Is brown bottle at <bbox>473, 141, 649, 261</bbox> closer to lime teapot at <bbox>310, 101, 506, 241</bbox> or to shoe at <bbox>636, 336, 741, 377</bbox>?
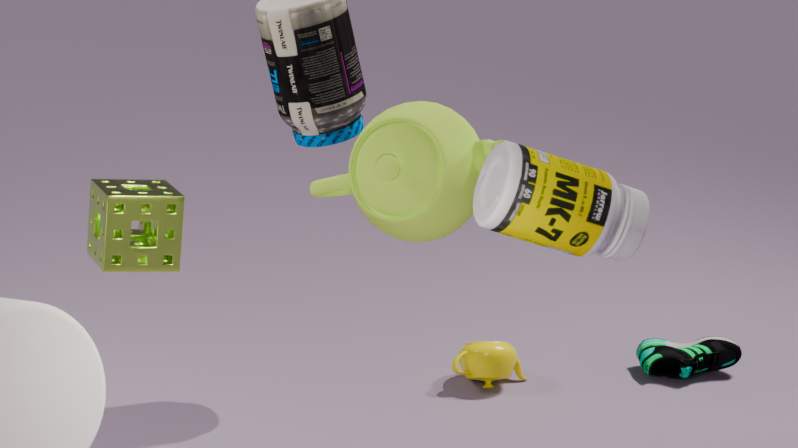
lime teapot at <bbox>310, 101, 506, 241</bbox>
